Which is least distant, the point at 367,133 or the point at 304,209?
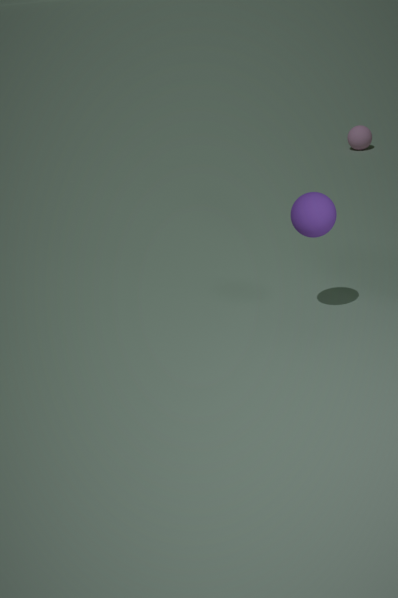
the point at 304,209
